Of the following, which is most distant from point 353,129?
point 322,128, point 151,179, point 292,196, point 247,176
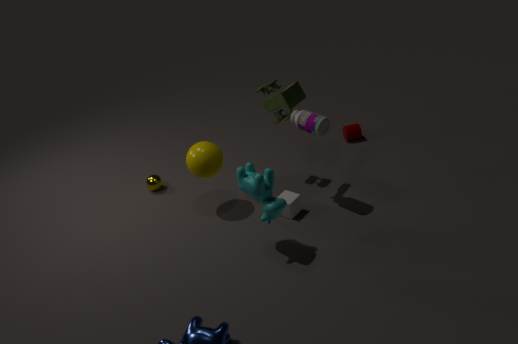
point 151,179
